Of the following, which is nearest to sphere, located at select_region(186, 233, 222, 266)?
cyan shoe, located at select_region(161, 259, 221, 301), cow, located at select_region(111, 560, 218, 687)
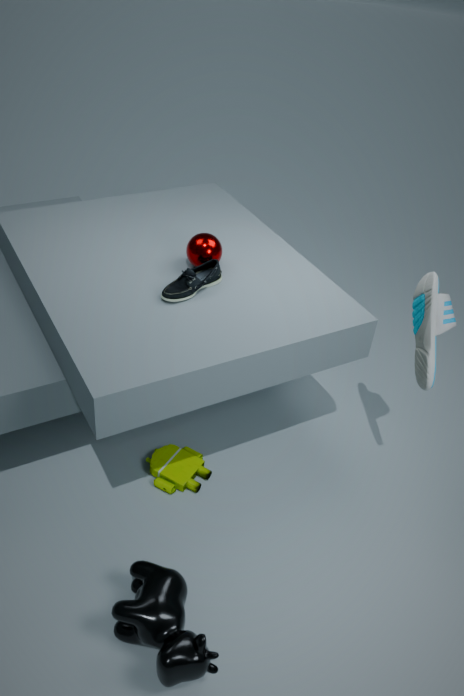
cyan shoe, located at select_region(161, 259, 221, 301)
